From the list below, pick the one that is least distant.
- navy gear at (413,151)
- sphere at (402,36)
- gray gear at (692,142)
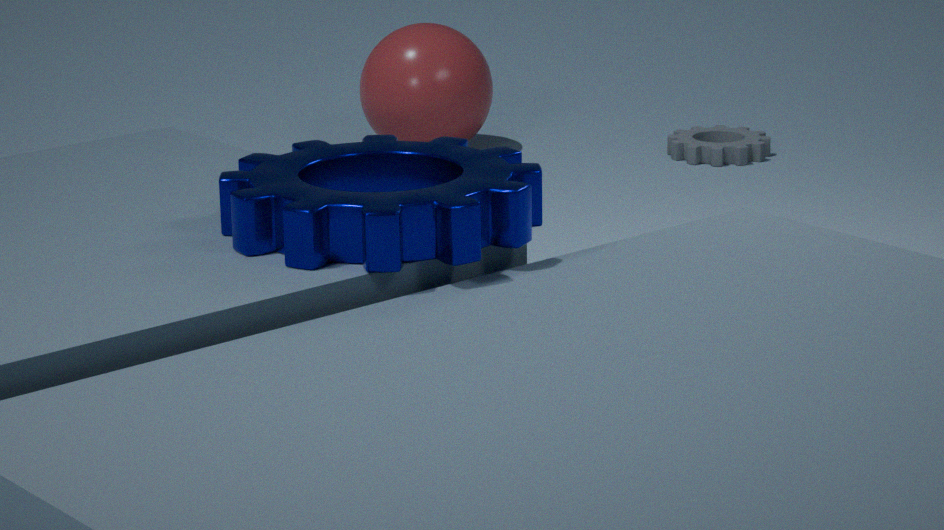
navy gear at (413,151)
